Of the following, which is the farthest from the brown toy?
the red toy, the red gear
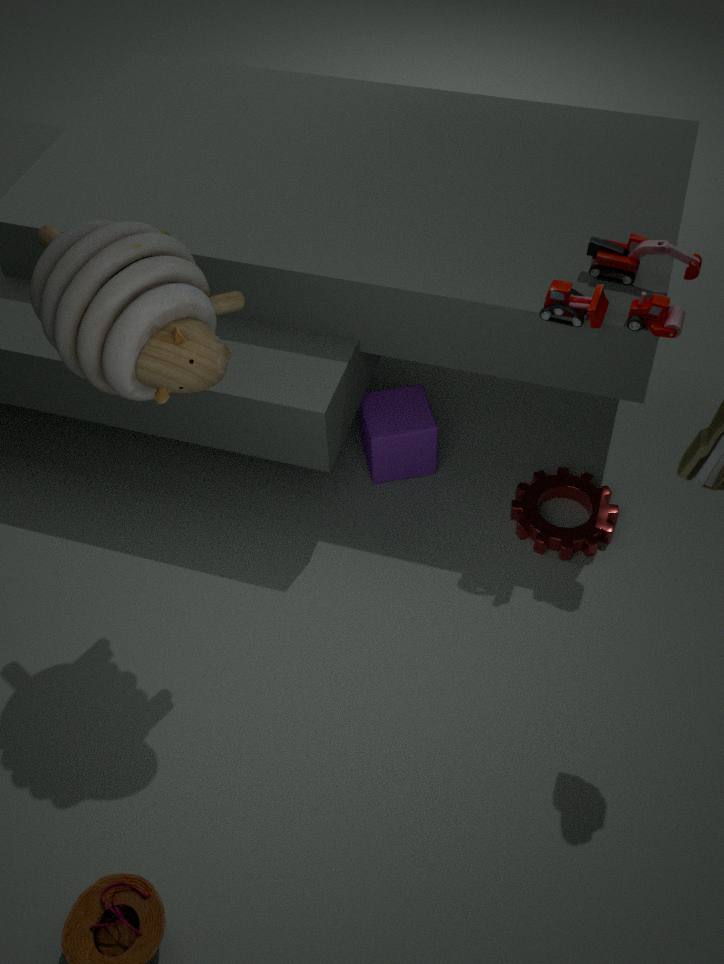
the red gear
